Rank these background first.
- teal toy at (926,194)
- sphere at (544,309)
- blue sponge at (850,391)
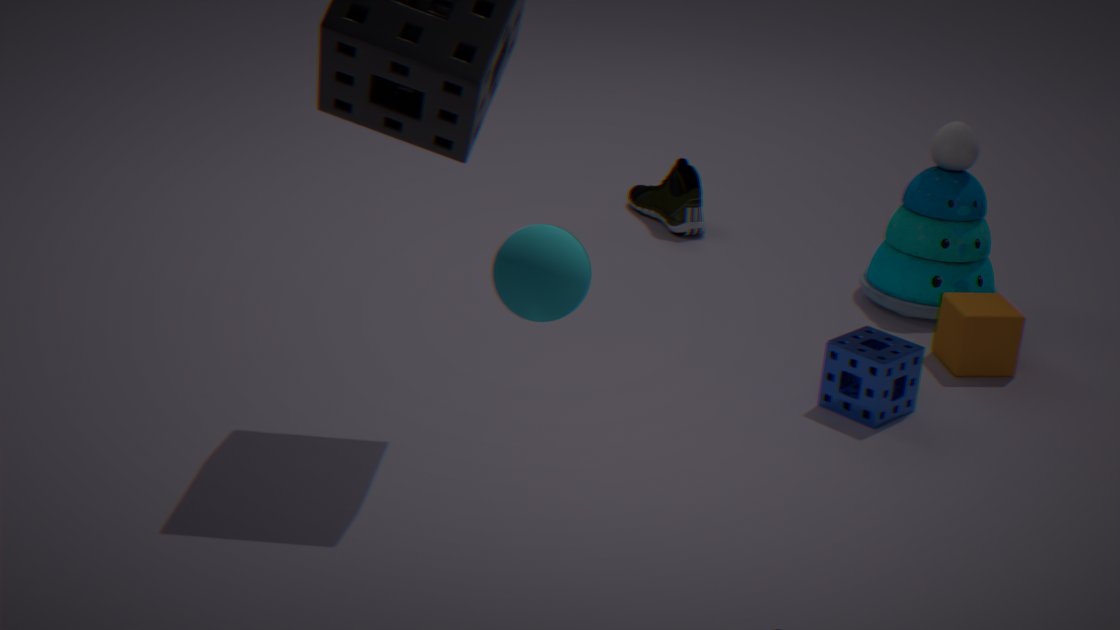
1. teal toy at (926,194)
2. blue sponge at (850,391)
3. sphere at (544,309)
